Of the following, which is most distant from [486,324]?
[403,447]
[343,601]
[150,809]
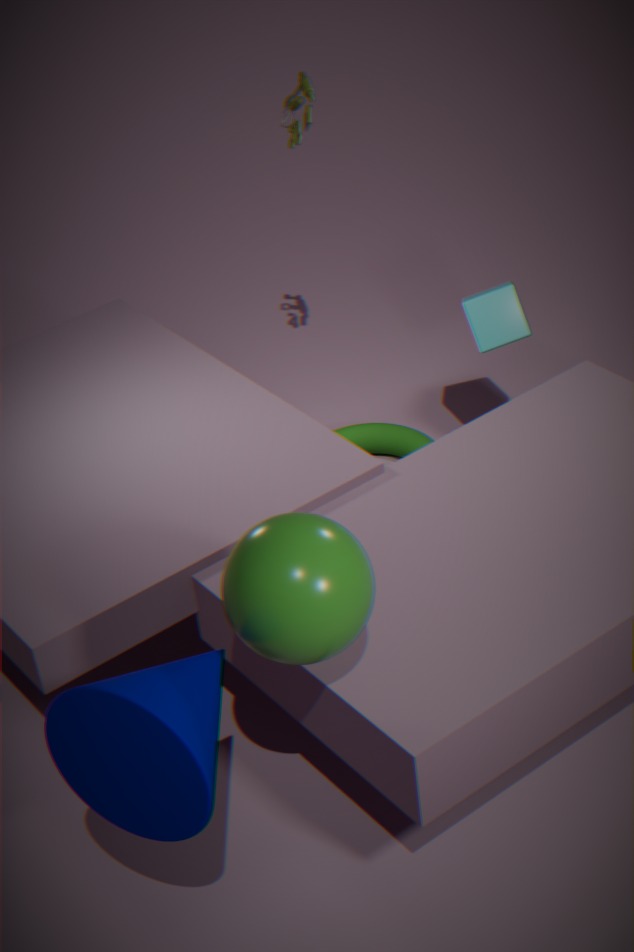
[150,809]
